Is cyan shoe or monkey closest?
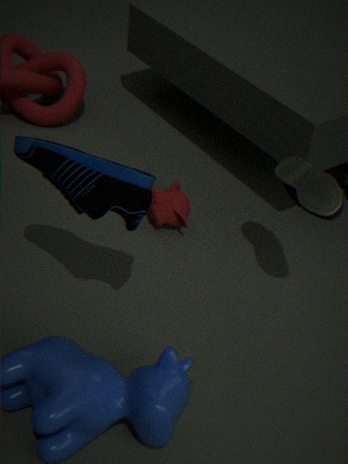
cyan shoe
